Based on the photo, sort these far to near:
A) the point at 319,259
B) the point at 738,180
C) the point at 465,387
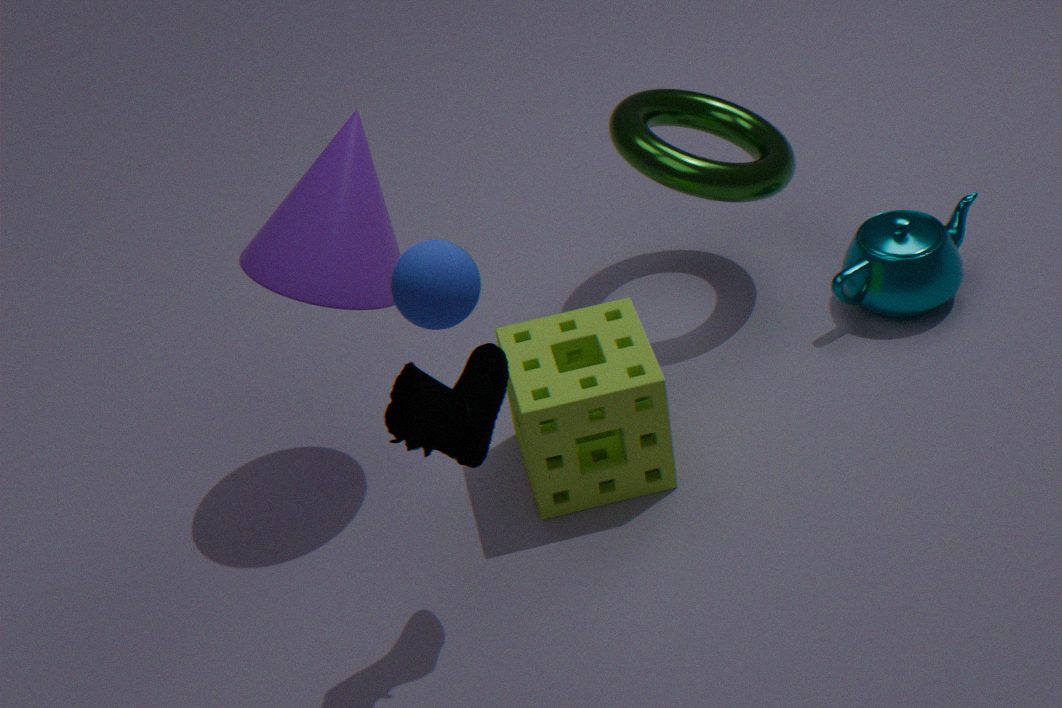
1. the point at 738,180
2. the point at 319,259
3. the point at 465,387
